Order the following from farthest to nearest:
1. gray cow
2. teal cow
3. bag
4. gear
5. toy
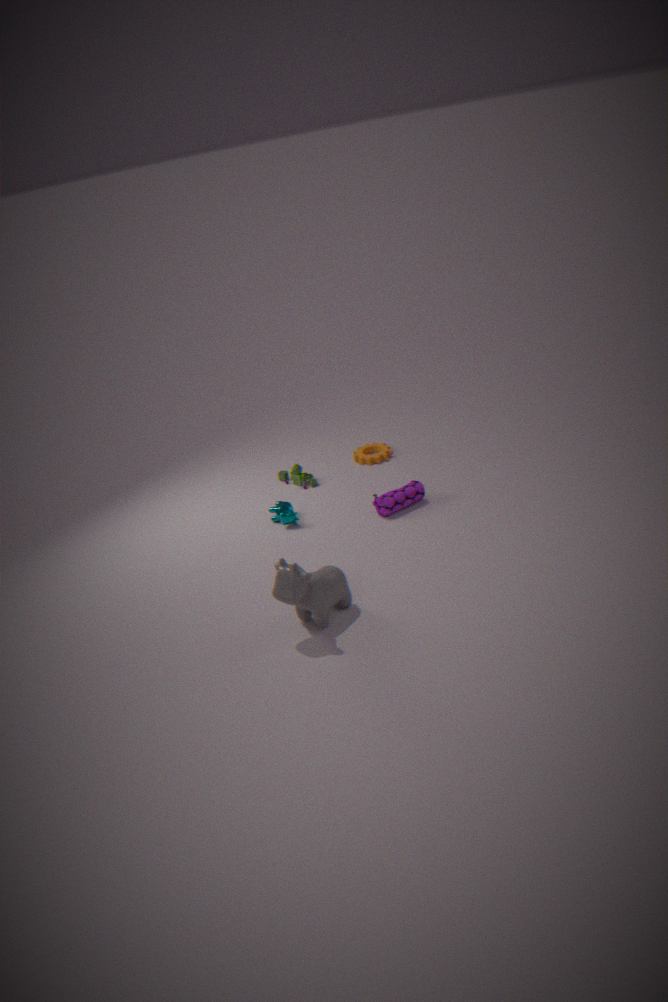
1. gear
2. toy
3. teal cow
4. bag
5. gray cow
